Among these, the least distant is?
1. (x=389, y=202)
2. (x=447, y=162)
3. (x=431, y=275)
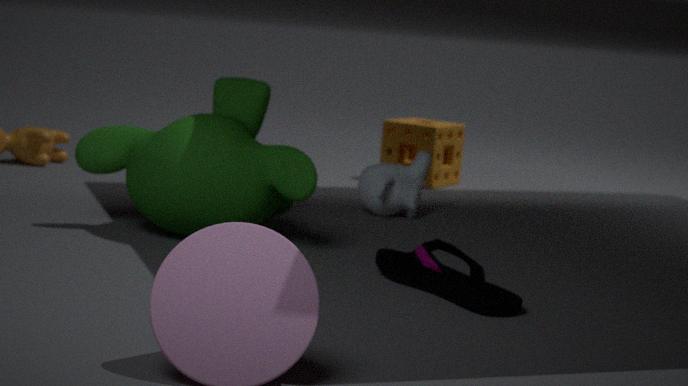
(x=431, y=275)
